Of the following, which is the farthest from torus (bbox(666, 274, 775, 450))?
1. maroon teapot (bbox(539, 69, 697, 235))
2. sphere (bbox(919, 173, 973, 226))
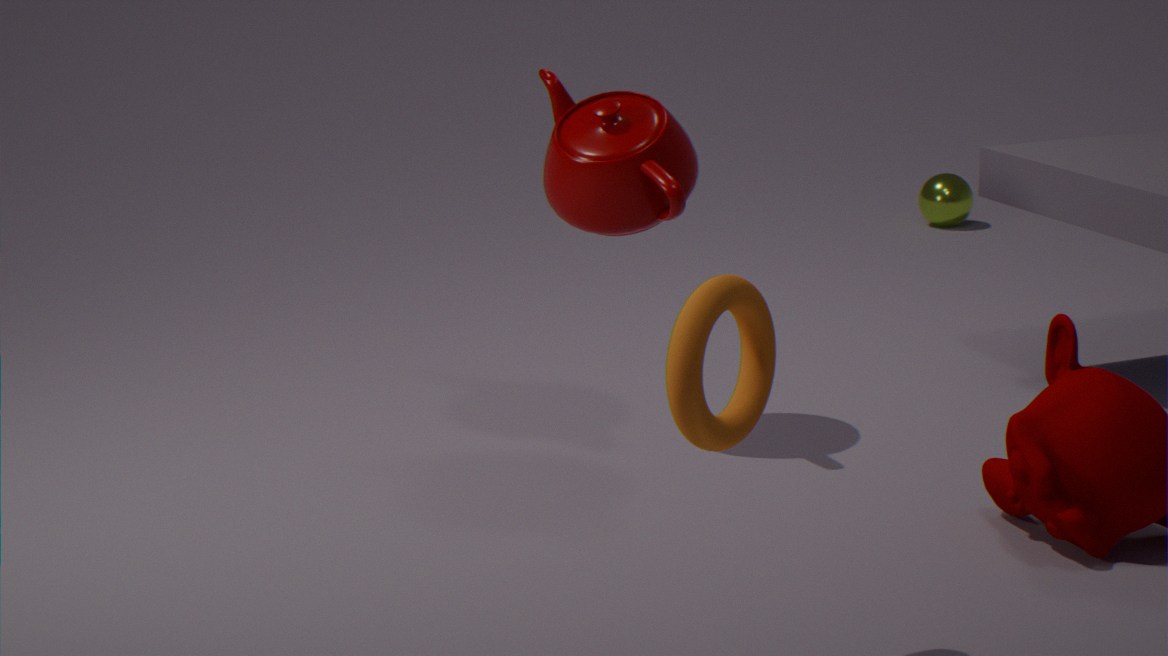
sphere (bbox(919, 173, 973, 226))
